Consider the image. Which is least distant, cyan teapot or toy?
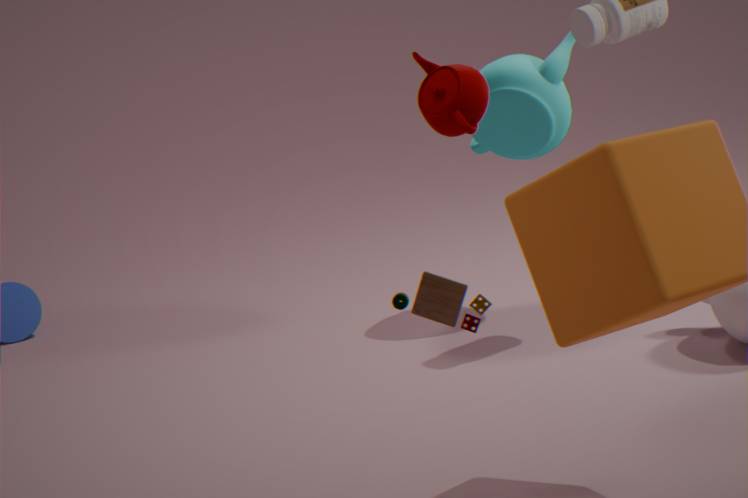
toy
